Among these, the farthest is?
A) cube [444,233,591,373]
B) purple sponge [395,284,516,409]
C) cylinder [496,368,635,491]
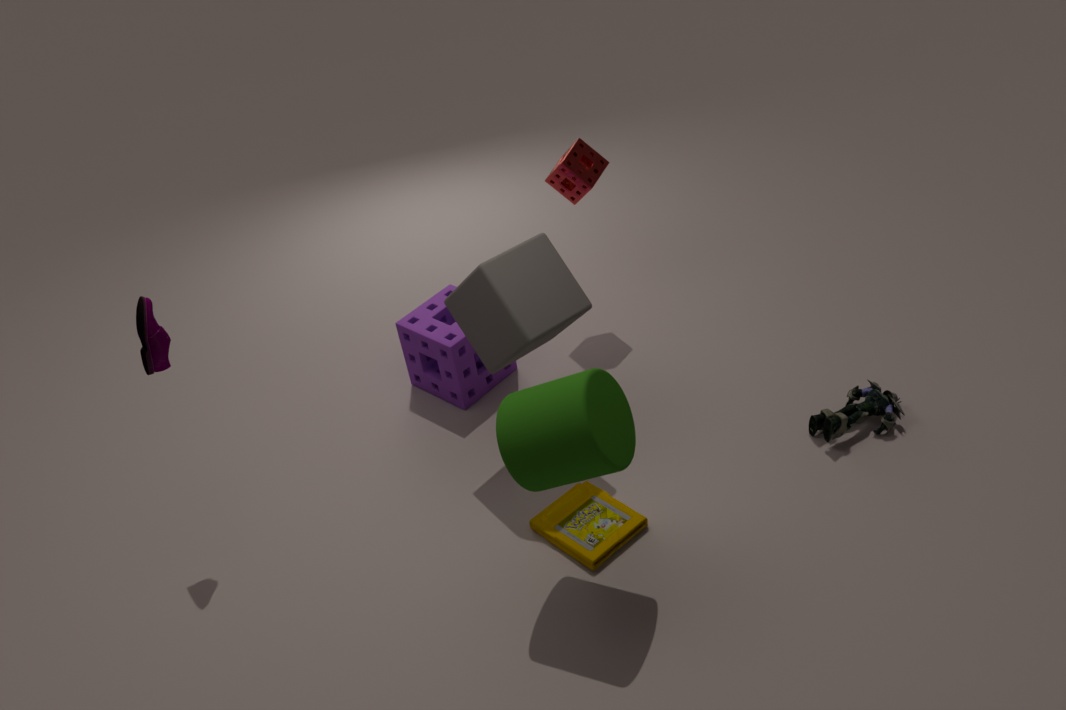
purple sponge [395,284,516,409]
